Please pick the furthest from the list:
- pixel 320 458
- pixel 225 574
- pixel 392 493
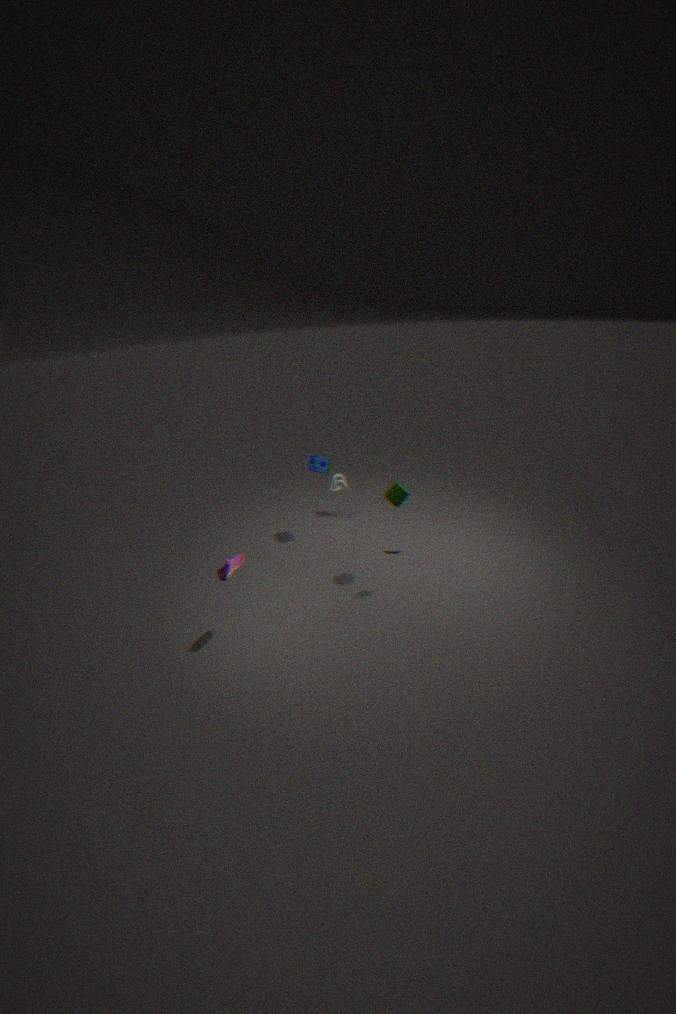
pixel 320 458
